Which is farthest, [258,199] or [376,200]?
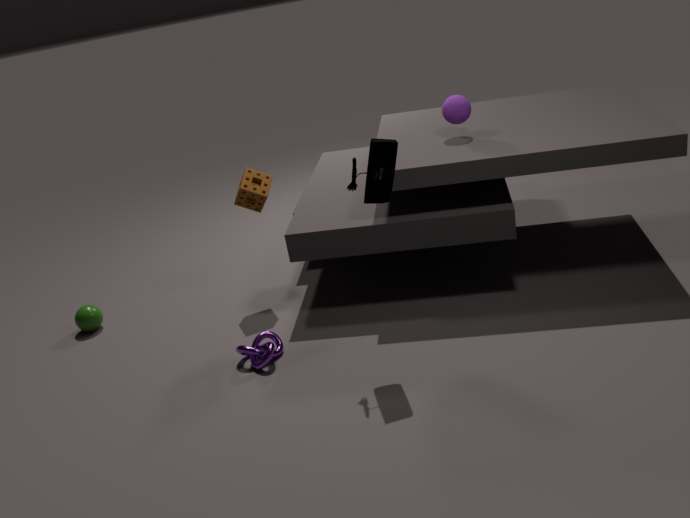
[258,199]
